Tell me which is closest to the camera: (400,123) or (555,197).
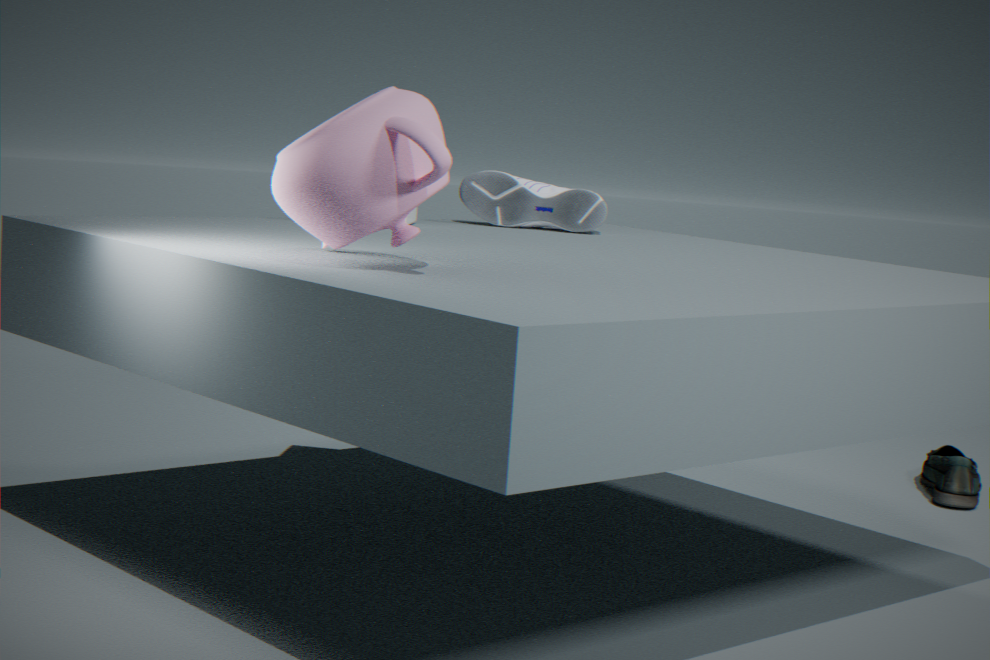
(400,123)
